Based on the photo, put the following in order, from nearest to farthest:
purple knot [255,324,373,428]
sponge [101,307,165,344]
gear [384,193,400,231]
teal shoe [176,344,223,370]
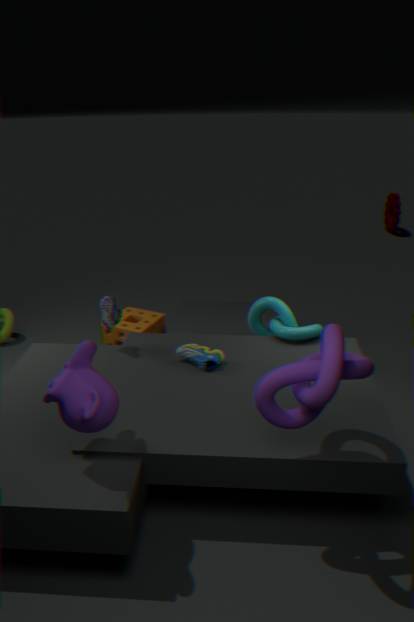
purple knot [255,324,373,428], teal shoe [176,344,223,370], sponge [101,307,165,344], gear [384,193,400,231]
